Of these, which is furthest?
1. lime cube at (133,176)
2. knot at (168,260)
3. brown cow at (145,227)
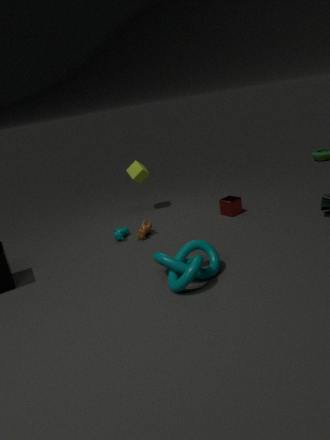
lime cube at (133,176)
